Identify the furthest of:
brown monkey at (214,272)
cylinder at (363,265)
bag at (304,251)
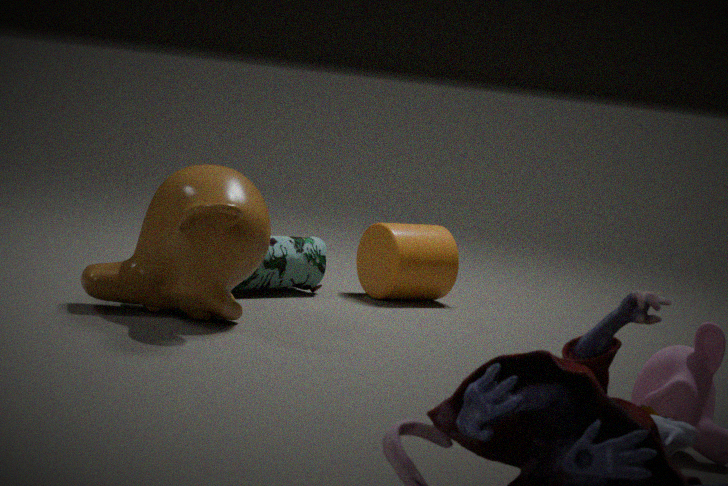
cylinder at (363,265)
